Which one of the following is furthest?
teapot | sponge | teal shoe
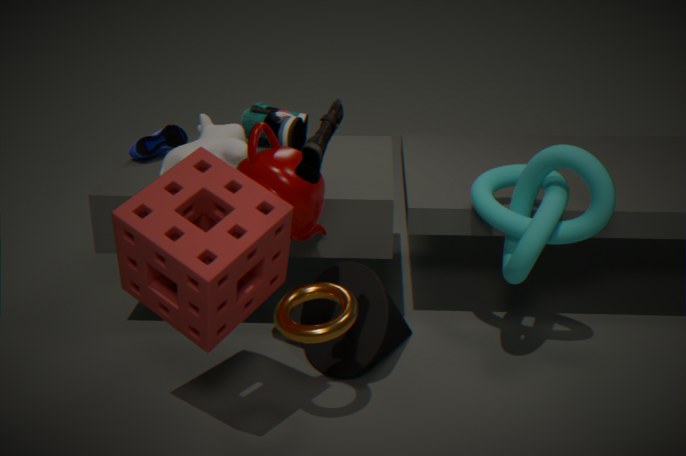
teal shoe
